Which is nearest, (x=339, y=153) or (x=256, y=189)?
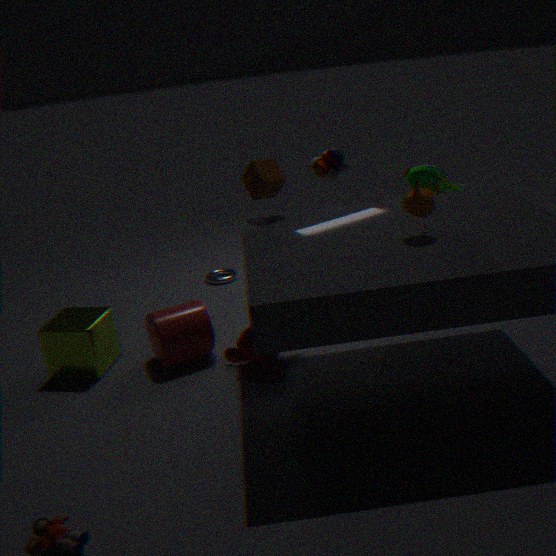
(x=256, y=189)
